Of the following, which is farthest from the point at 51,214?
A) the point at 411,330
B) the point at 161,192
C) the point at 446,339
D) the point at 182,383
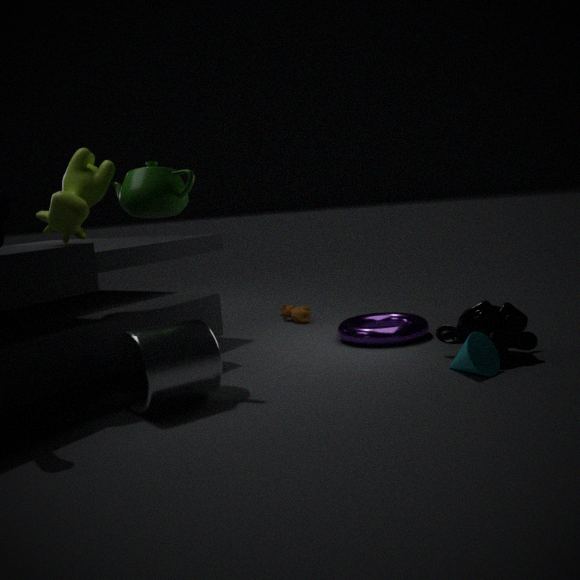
the point at 446,339
